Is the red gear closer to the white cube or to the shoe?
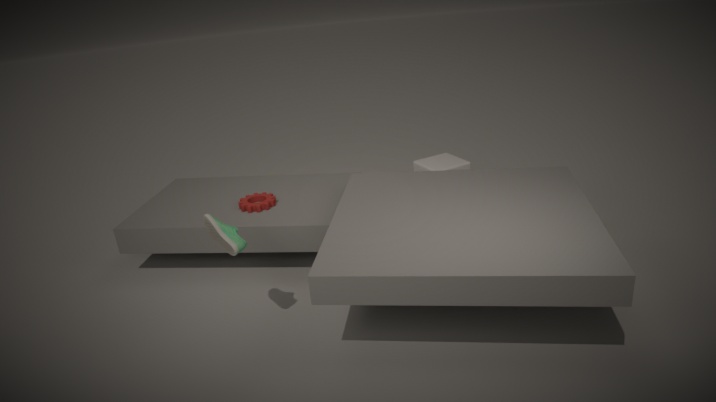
the shoe
